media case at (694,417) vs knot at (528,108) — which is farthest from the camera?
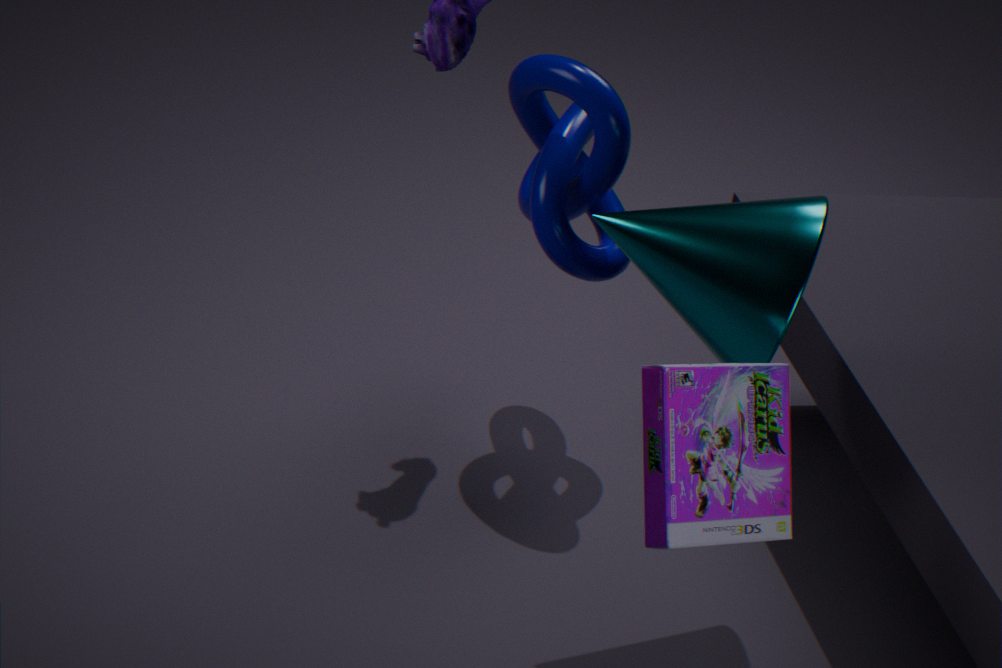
knot at (528,108)
